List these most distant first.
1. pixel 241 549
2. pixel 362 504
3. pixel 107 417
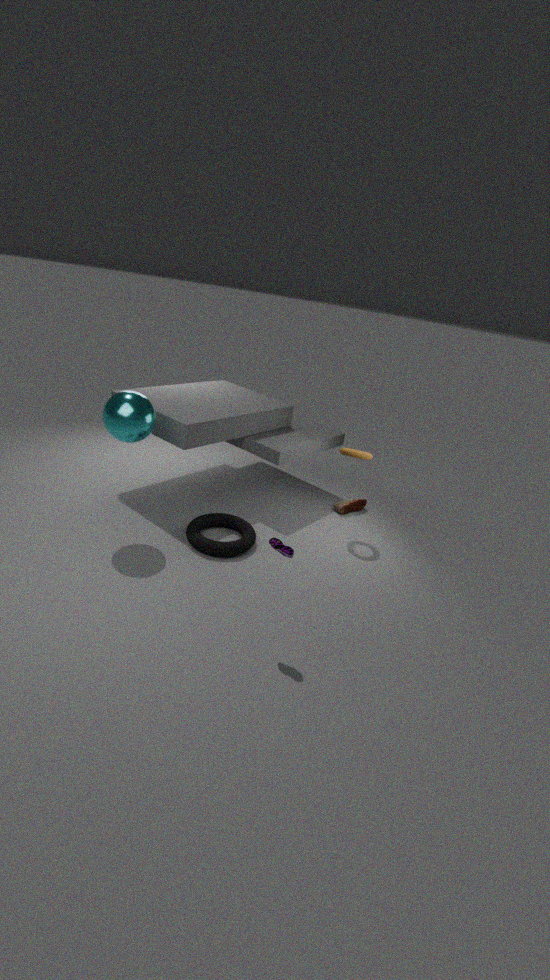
pixel 362 504, pixel 241 549, pixel 107 417
